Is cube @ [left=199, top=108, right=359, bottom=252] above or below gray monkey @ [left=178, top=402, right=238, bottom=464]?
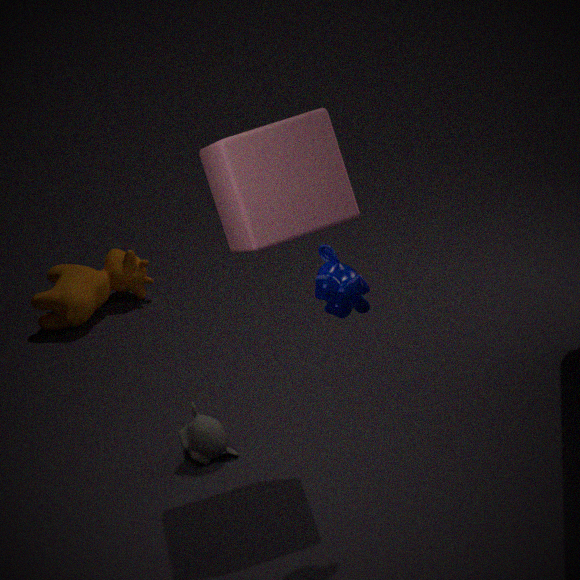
above
